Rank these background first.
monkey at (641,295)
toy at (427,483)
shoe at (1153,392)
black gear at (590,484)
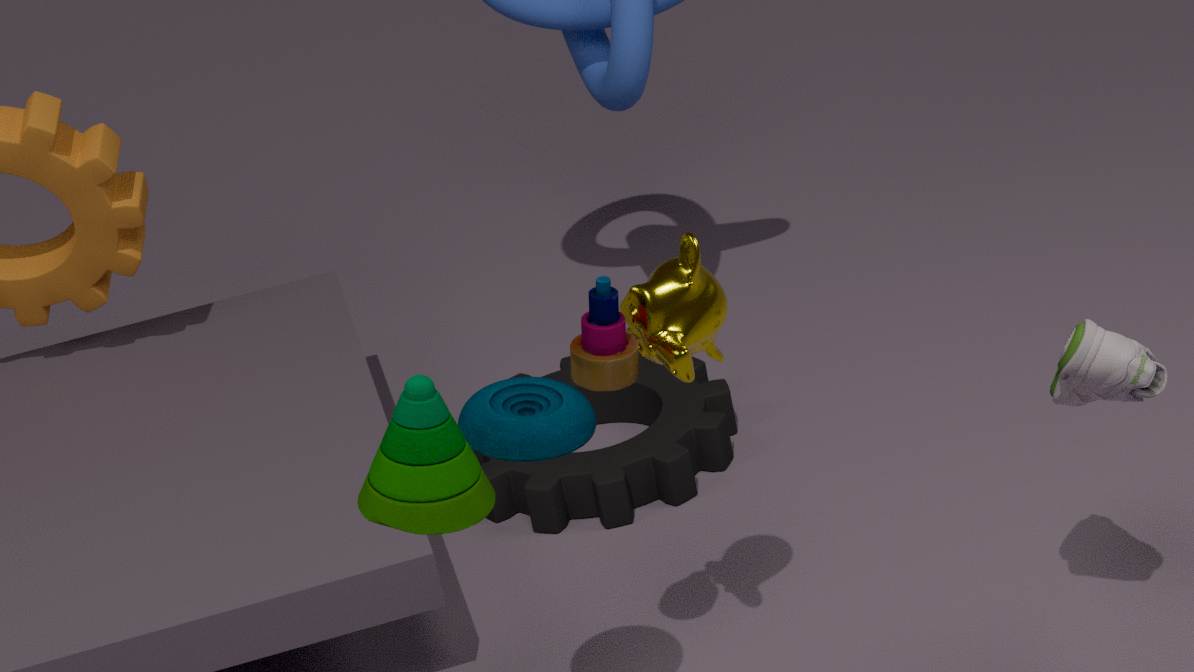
black gear at (590,484)
monkey at (641,295)
shoe at (1153,392)
toy at (427,483)
